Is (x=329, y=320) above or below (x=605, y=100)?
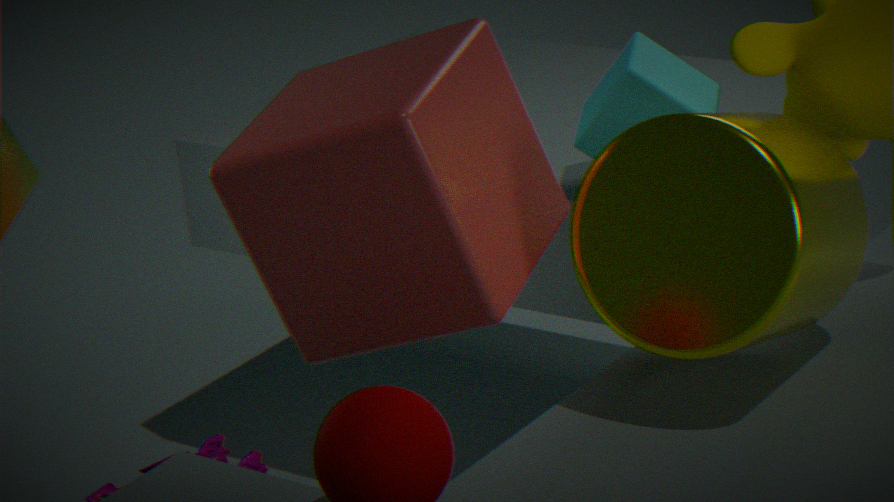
above
